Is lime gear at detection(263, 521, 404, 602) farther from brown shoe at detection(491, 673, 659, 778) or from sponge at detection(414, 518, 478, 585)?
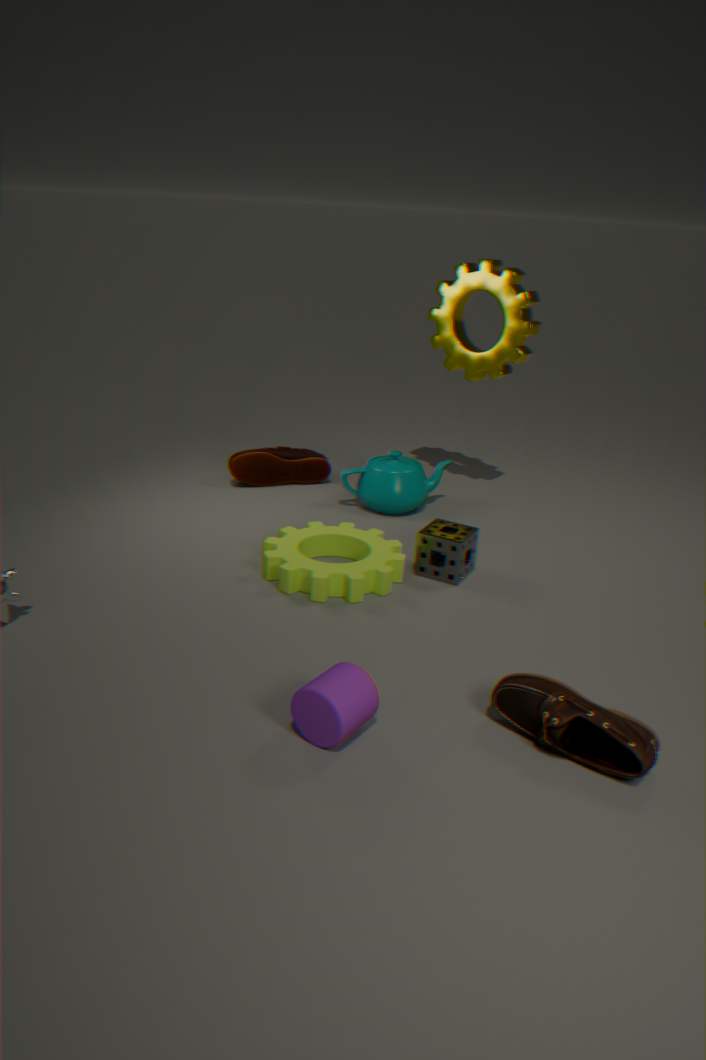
brown shoe at detection(491, 673, 659, 778)
